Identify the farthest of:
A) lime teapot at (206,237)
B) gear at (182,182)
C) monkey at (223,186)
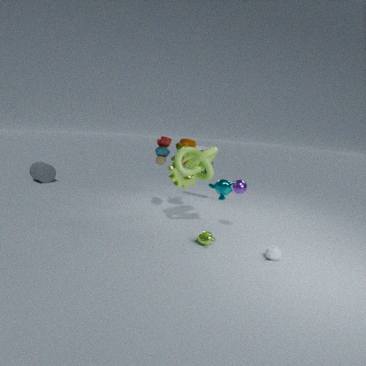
gear at (182,182)
